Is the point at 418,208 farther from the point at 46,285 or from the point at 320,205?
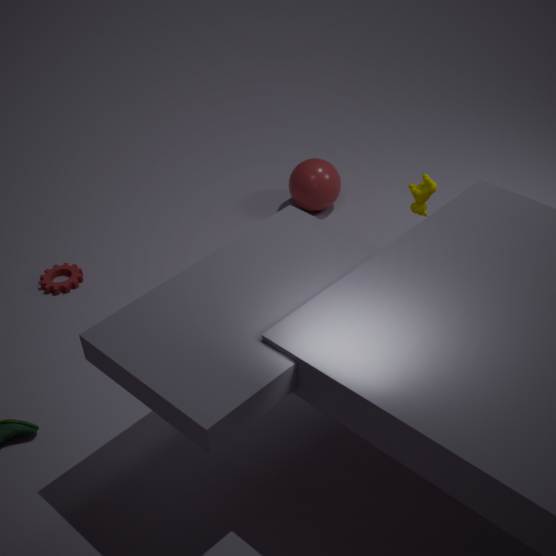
the point at 46,285
